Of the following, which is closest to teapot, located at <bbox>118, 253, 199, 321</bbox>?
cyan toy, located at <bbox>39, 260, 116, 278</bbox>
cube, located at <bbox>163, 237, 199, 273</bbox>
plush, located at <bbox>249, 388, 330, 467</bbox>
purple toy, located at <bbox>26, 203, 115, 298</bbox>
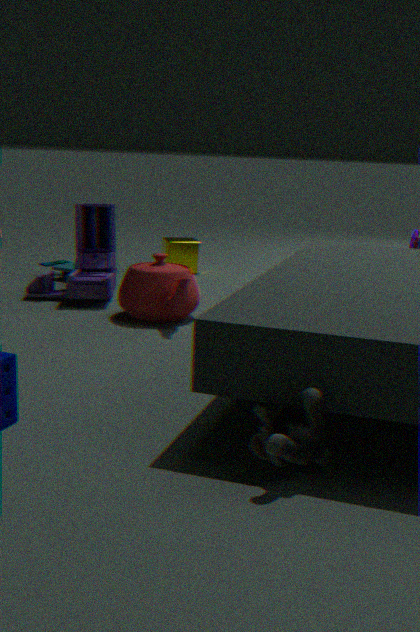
purple toy, located at <bbox>26, 203, 115, 298</bbox>
